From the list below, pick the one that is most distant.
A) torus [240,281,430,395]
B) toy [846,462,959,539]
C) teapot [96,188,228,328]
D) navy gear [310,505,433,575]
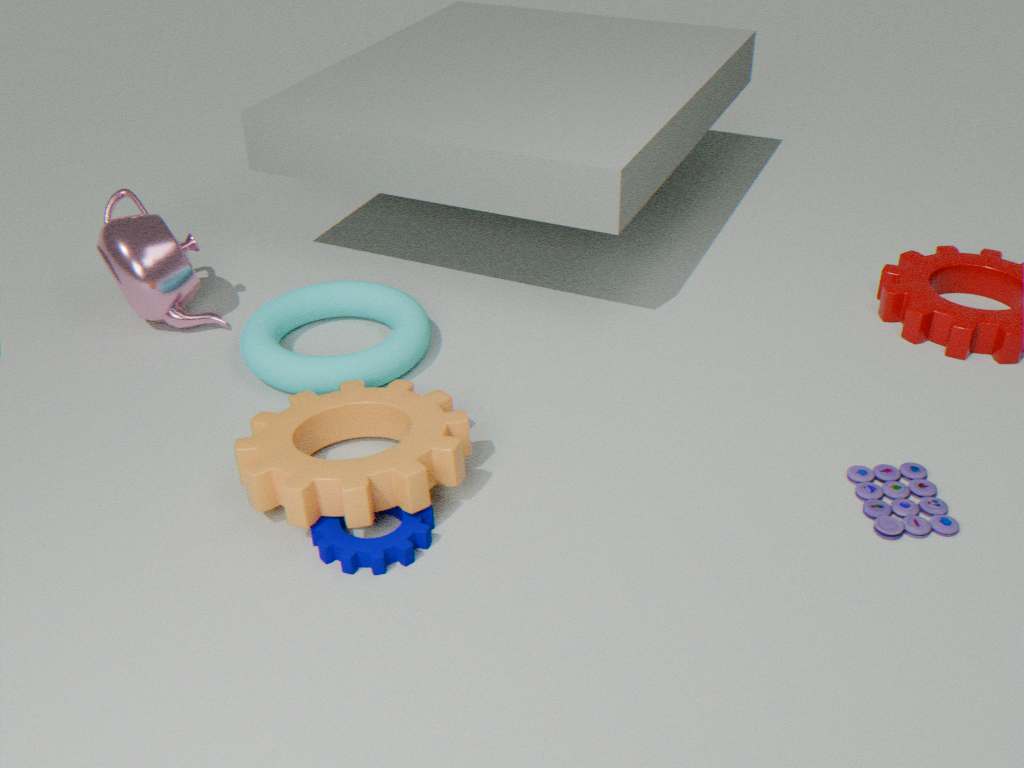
teapot [96,188,228,328]
